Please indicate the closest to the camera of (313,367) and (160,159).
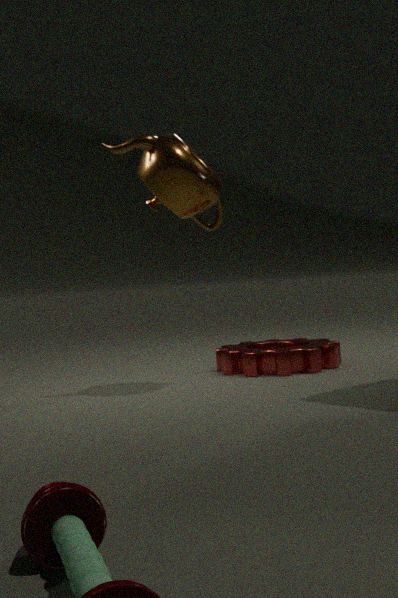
(160,159)
